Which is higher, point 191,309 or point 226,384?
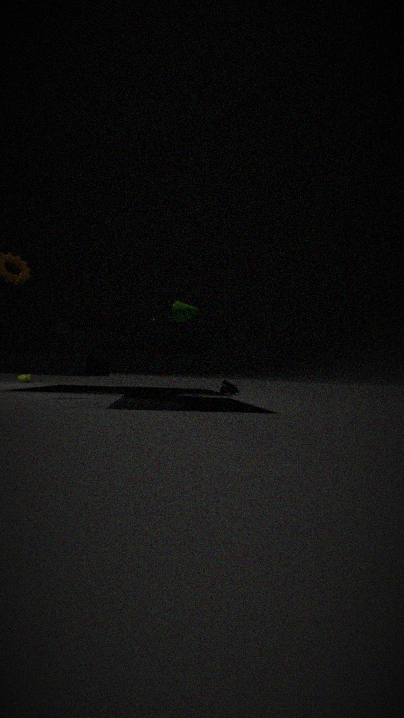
point 191,309
